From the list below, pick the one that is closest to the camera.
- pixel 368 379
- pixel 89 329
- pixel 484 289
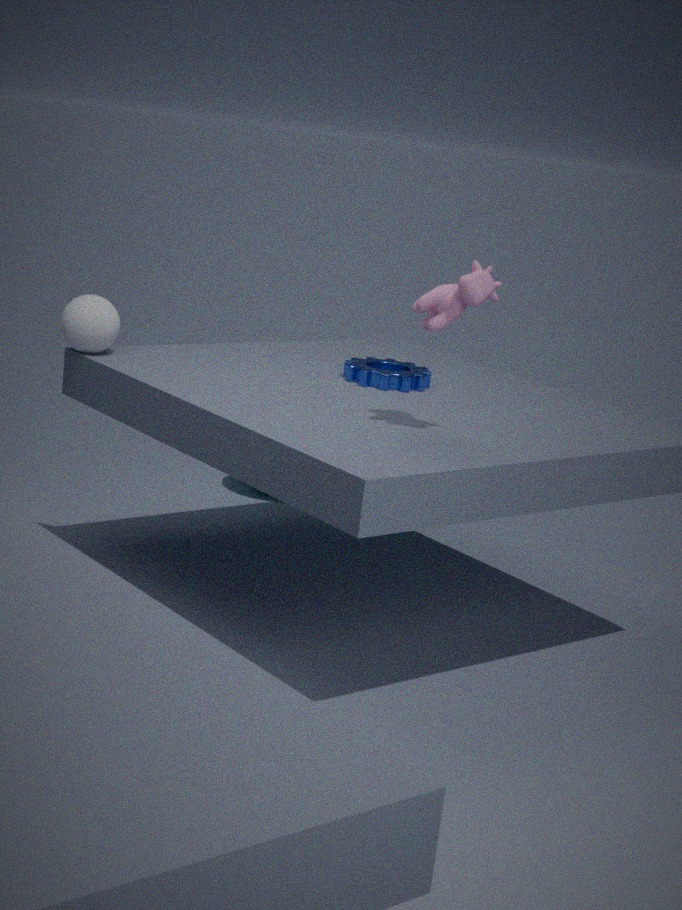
pixel 484 289
